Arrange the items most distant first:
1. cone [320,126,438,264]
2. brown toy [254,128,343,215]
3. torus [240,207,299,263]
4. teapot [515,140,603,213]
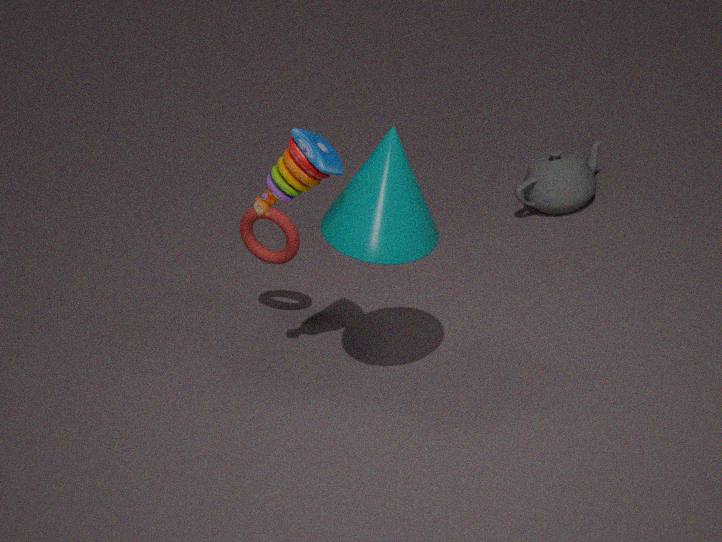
teapot [515,140,603,213], torus [240,207,299,263], brown toy [254,128,343,215], cone [320,126,438,264]
